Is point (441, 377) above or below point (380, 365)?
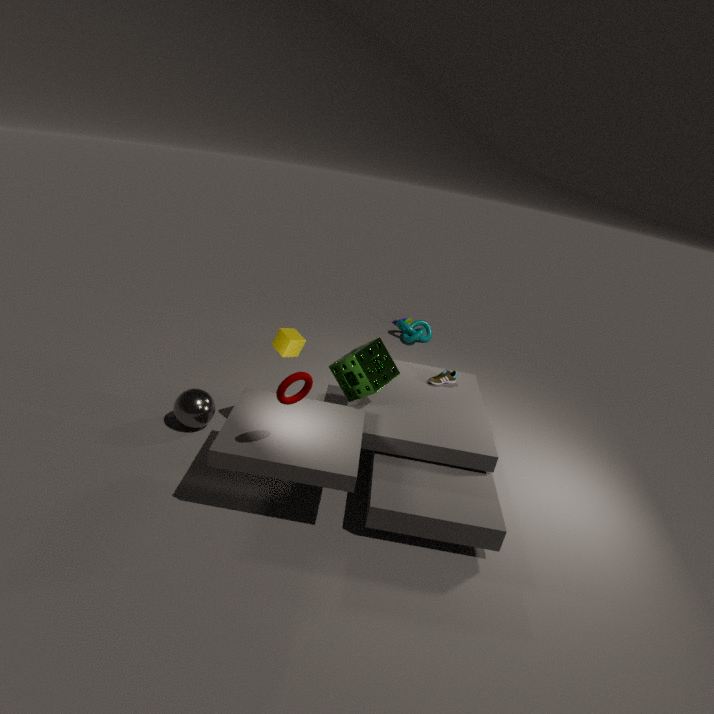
below
